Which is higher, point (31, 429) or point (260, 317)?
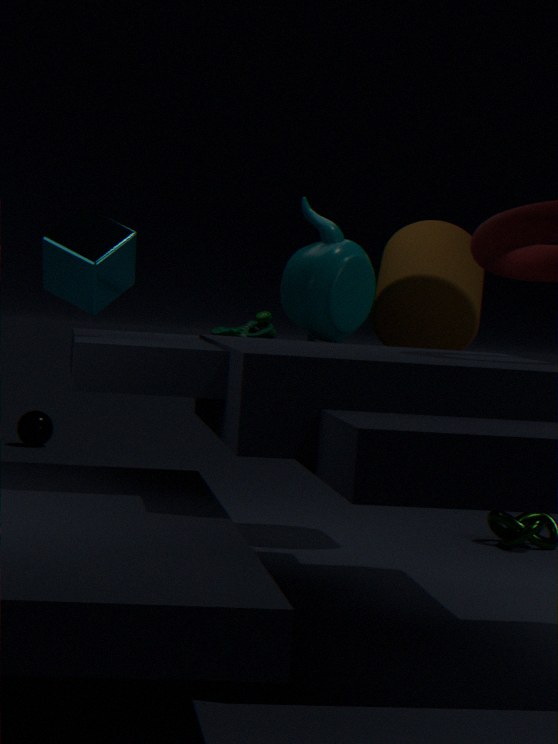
point (260, 317)
